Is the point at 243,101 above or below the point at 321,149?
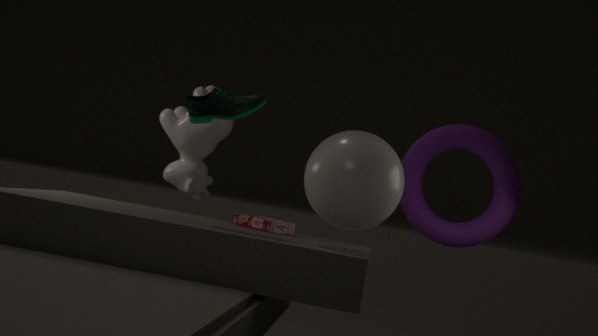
above
